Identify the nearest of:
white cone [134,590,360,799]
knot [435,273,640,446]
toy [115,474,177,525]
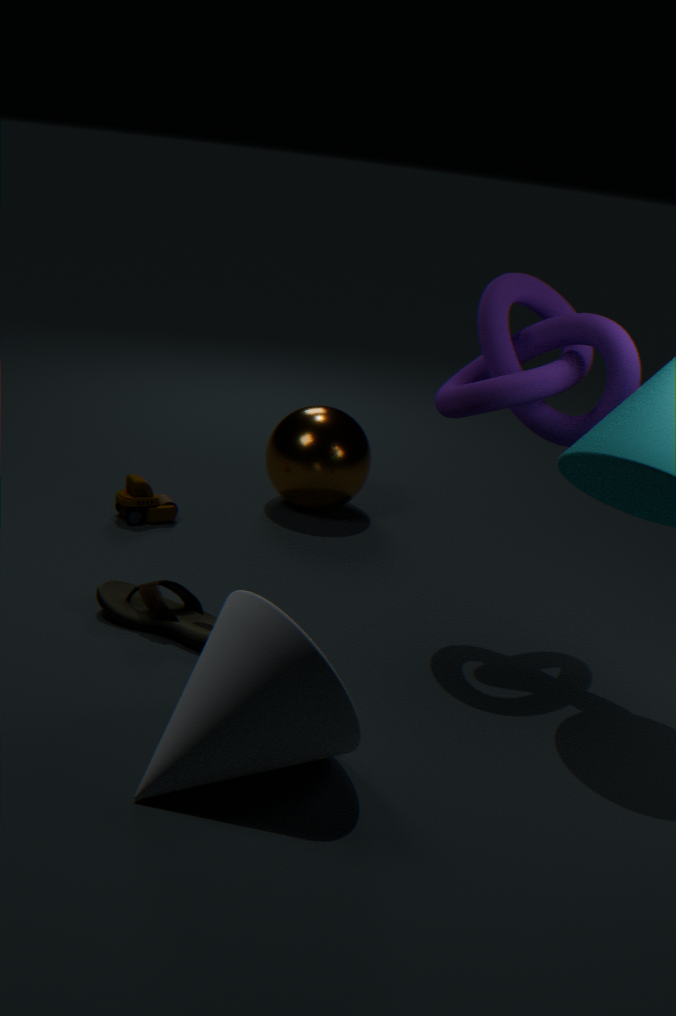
white cone [134,590,360,799]
